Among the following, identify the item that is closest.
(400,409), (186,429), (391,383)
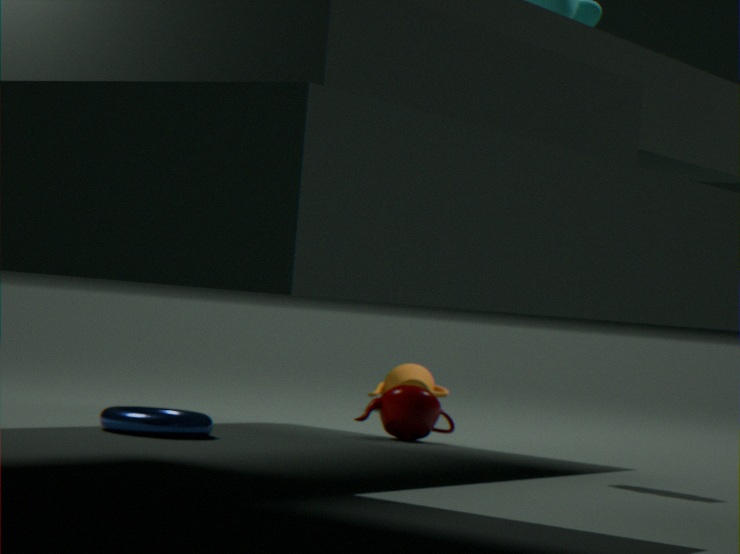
(186,429)
